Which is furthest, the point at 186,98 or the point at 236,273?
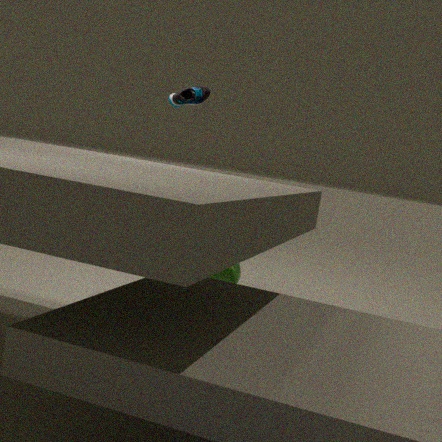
the point at 236,273
